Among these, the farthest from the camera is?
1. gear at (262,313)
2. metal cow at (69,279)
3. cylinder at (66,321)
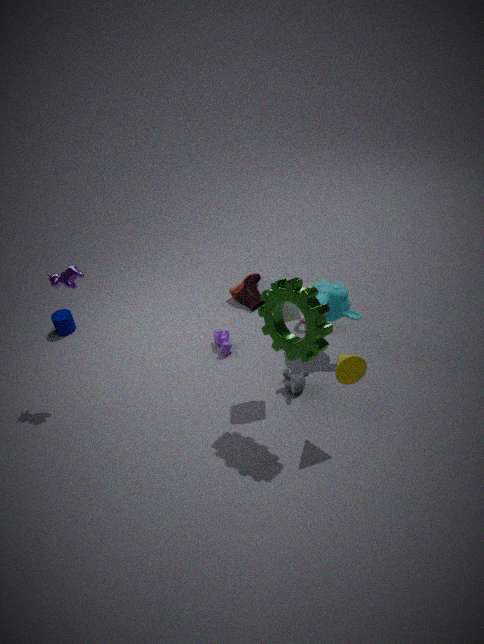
cylinder at (66,321)
